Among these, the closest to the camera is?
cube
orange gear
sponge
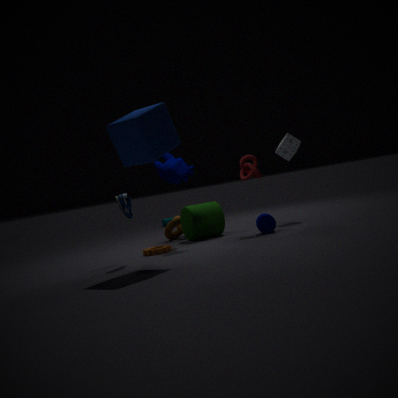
cube
